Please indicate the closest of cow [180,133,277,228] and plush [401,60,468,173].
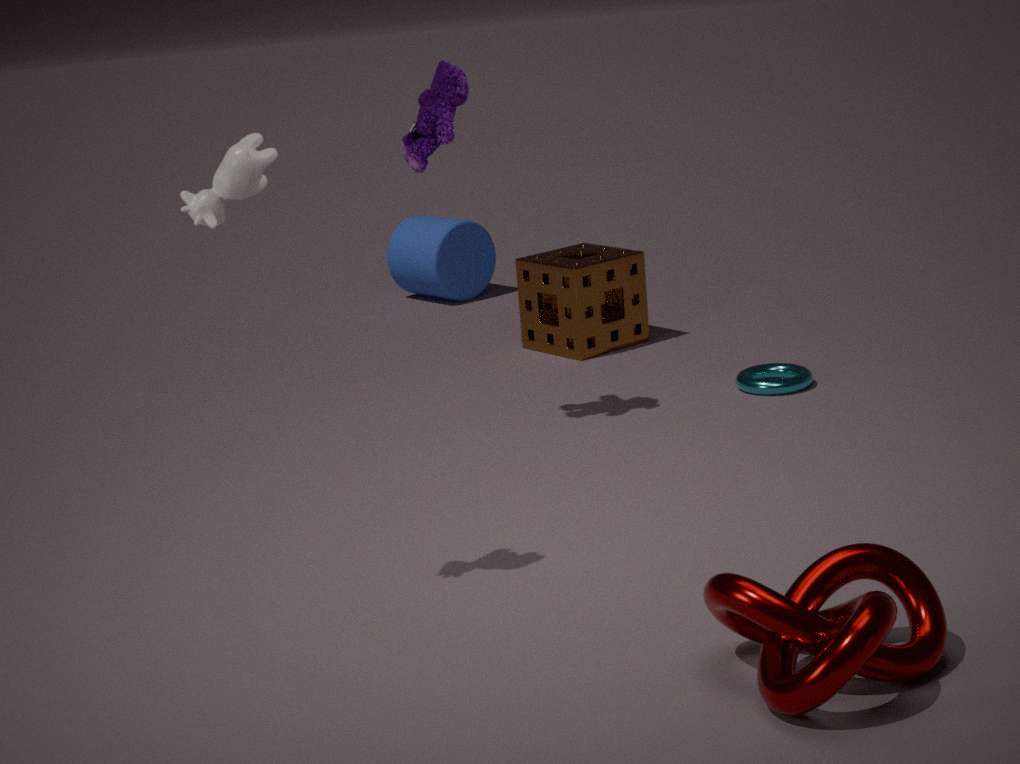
cow [180,133,277,228]
